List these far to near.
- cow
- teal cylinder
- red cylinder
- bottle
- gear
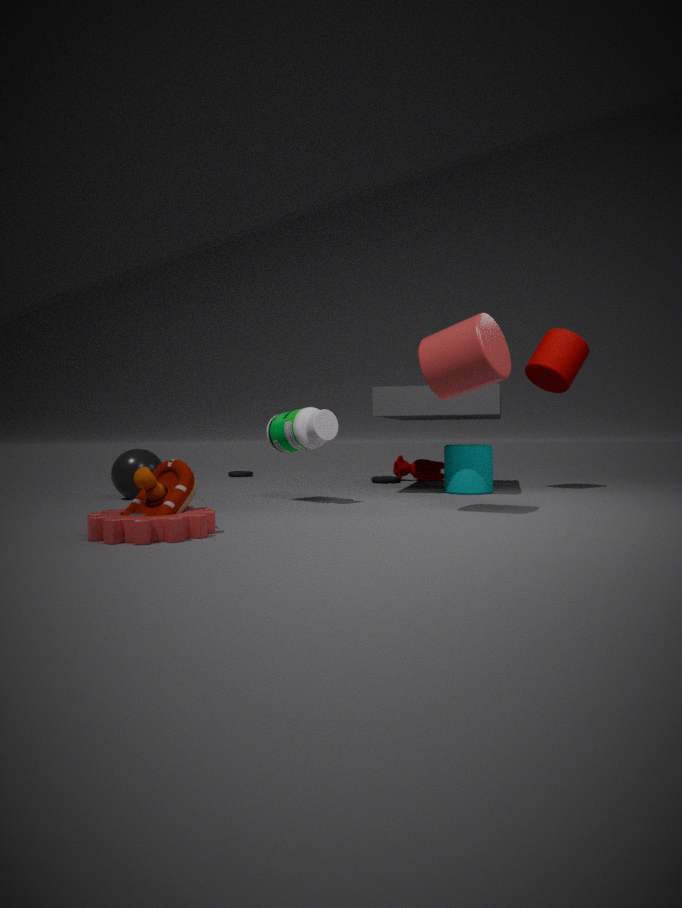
1. cow
2. teal cylinder
3. bottle
4. red cylinder
5. gear
